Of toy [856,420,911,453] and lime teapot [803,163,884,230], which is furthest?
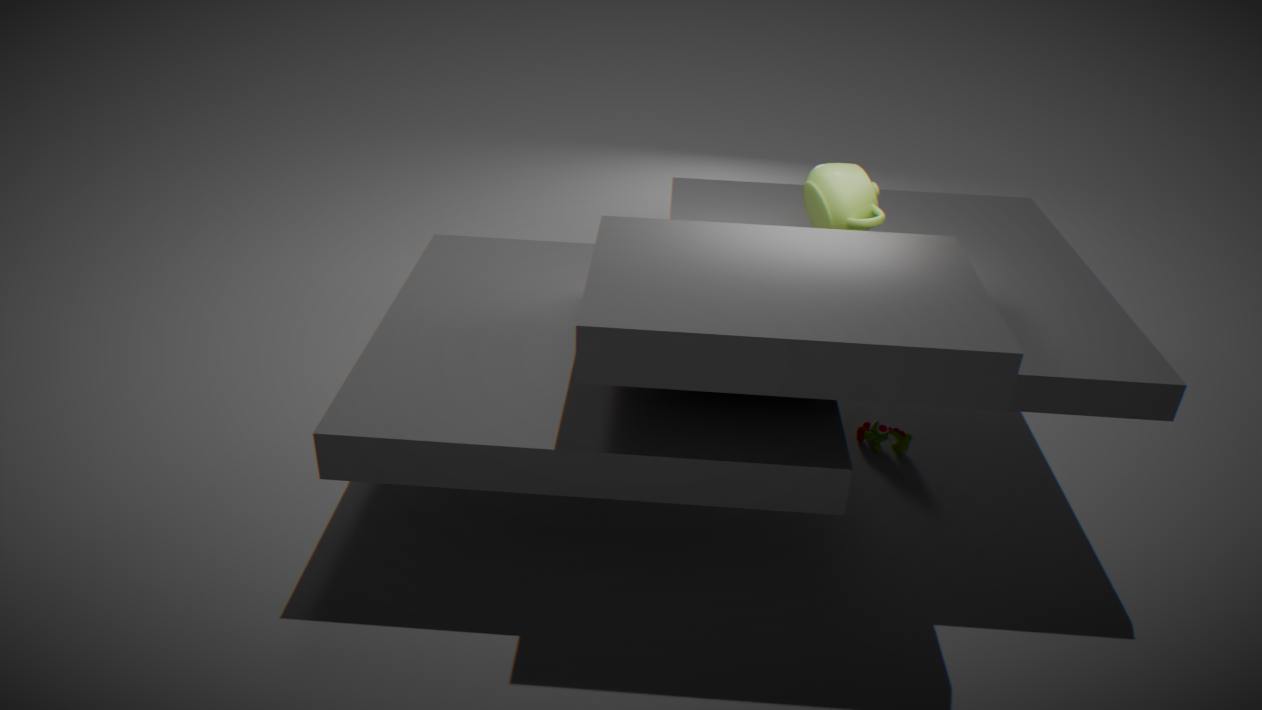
toy [856,420,911,453]
